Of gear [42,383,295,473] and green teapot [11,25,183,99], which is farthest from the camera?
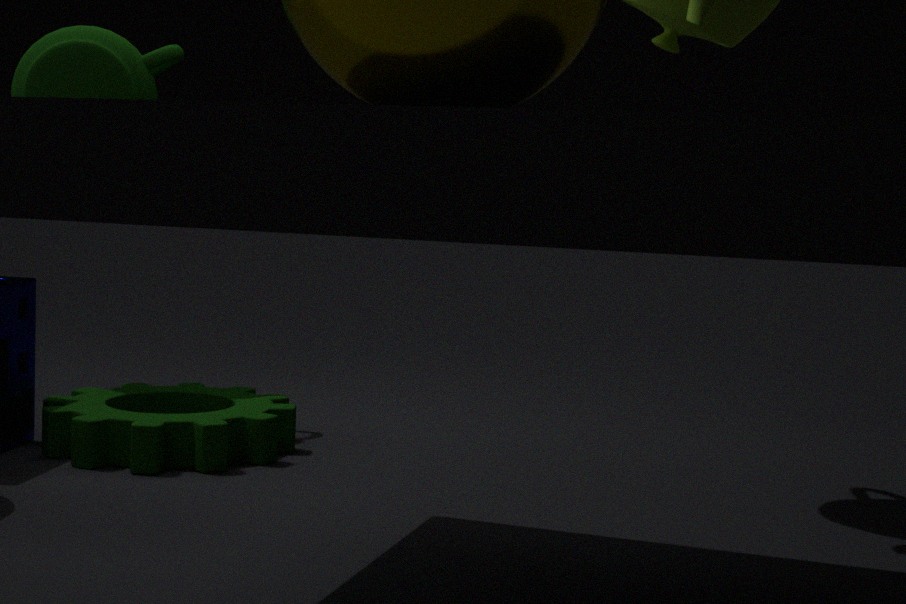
green teapot [11,25,183,99]
